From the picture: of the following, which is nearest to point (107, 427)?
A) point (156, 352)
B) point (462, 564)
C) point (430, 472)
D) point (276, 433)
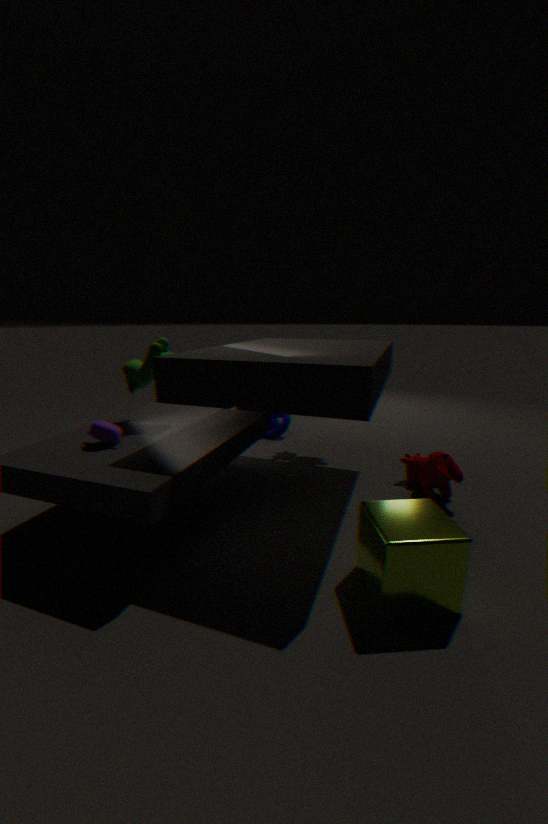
point (156, 352)
